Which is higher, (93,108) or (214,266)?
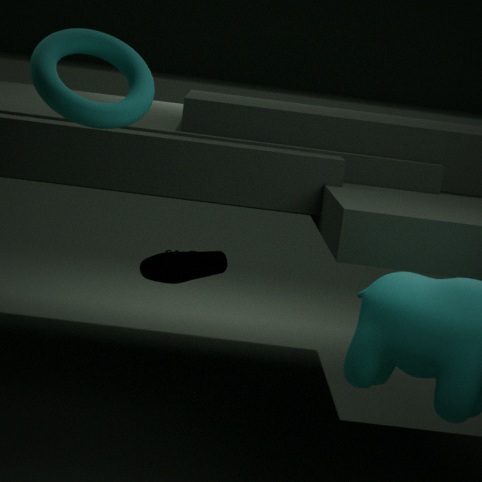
(93,108)
